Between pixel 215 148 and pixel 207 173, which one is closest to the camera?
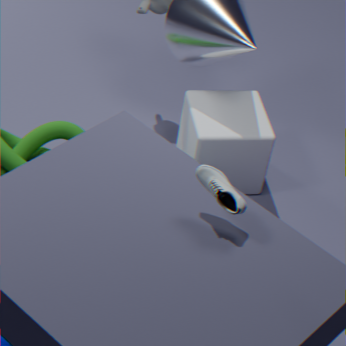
pixel 207 173
